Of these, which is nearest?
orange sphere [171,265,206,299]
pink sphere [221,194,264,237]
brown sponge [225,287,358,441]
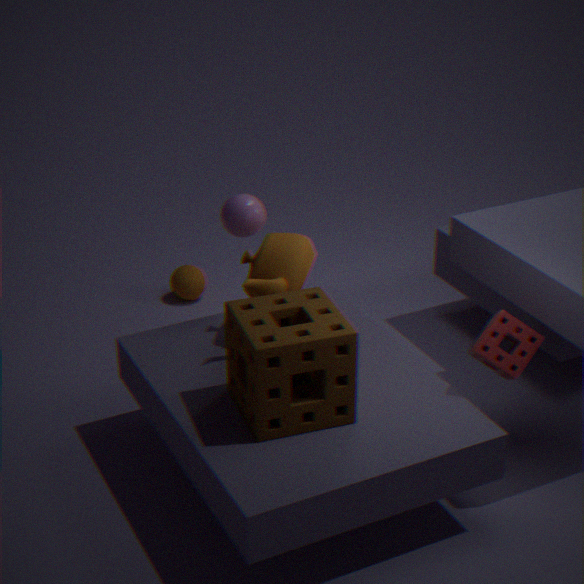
brown sponge [225,287,358,441]
